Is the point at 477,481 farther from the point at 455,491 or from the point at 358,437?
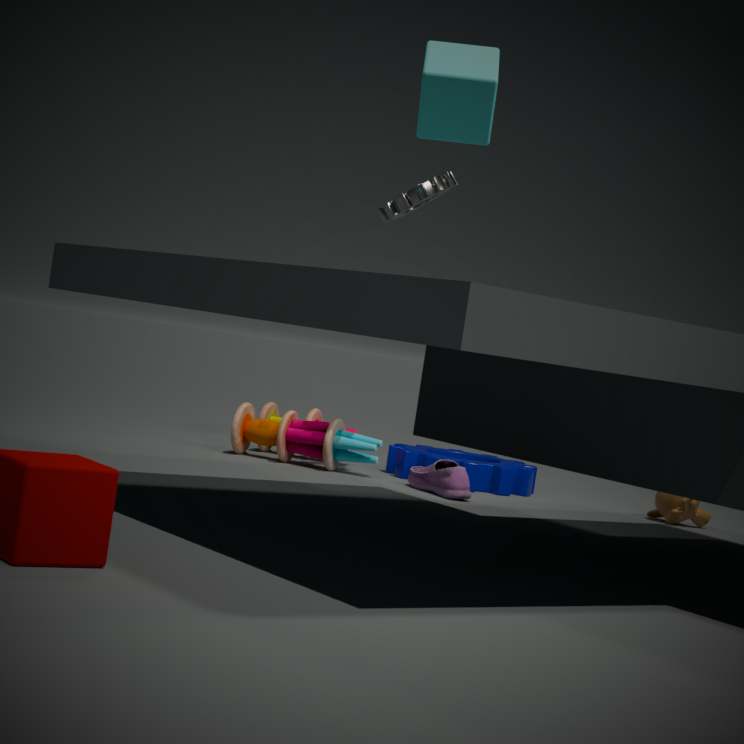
the point at 358,437
